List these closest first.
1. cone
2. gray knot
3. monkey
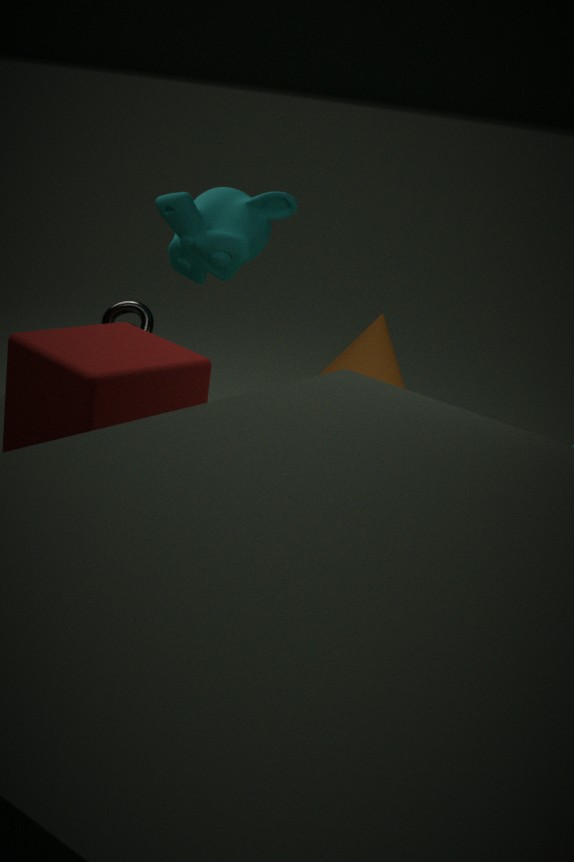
cone < monkey < gray knot
